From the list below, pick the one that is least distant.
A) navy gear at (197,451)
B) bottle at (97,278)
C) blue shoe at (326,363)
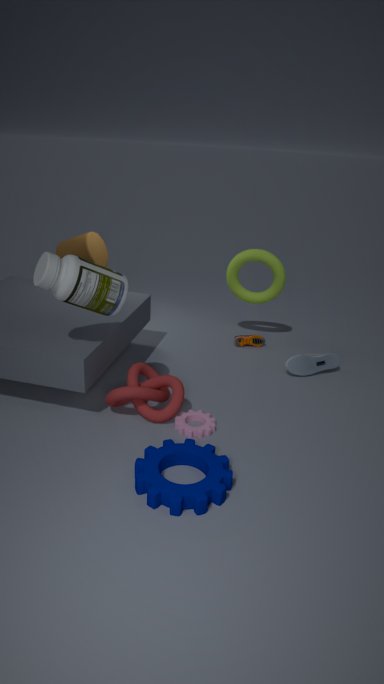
navy gear at (197,451)
